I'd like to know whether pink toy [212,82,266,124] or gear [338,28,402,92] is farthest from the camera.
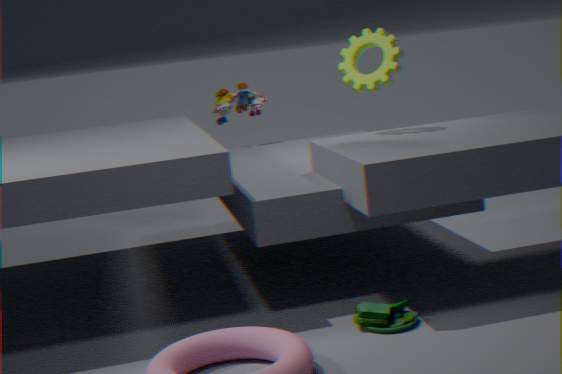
pink toy [212,82,266,124]
